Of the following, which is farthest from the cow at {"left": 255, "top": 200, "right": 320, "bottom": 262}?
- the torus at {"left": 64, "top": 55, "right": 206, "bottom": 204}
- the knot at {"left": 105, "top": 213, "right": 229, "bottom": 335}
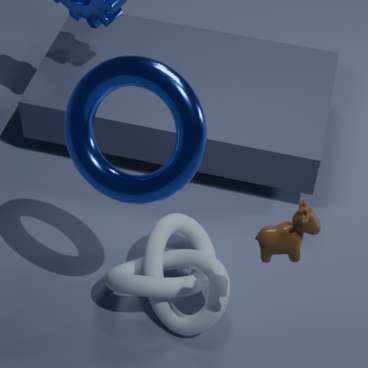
the knot at {"left": 105, "top": 213, "right": 229, "bottom": 335}
